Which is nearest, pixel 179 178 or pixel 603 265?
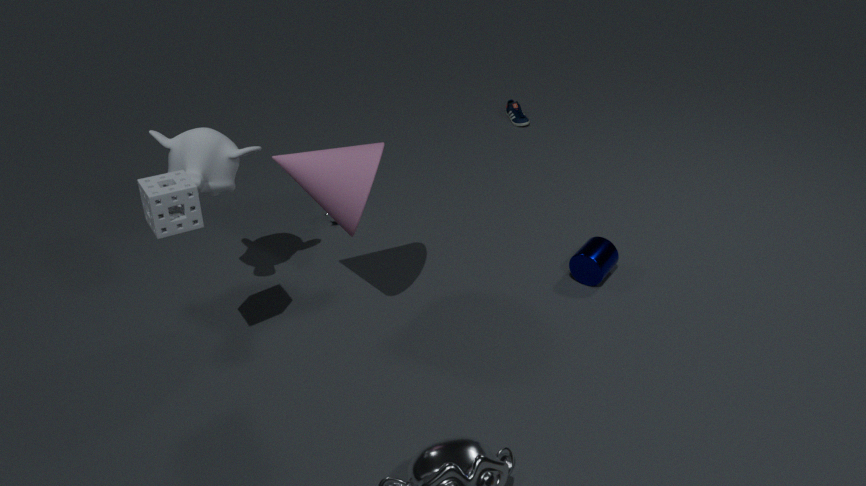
pixel 179 178
